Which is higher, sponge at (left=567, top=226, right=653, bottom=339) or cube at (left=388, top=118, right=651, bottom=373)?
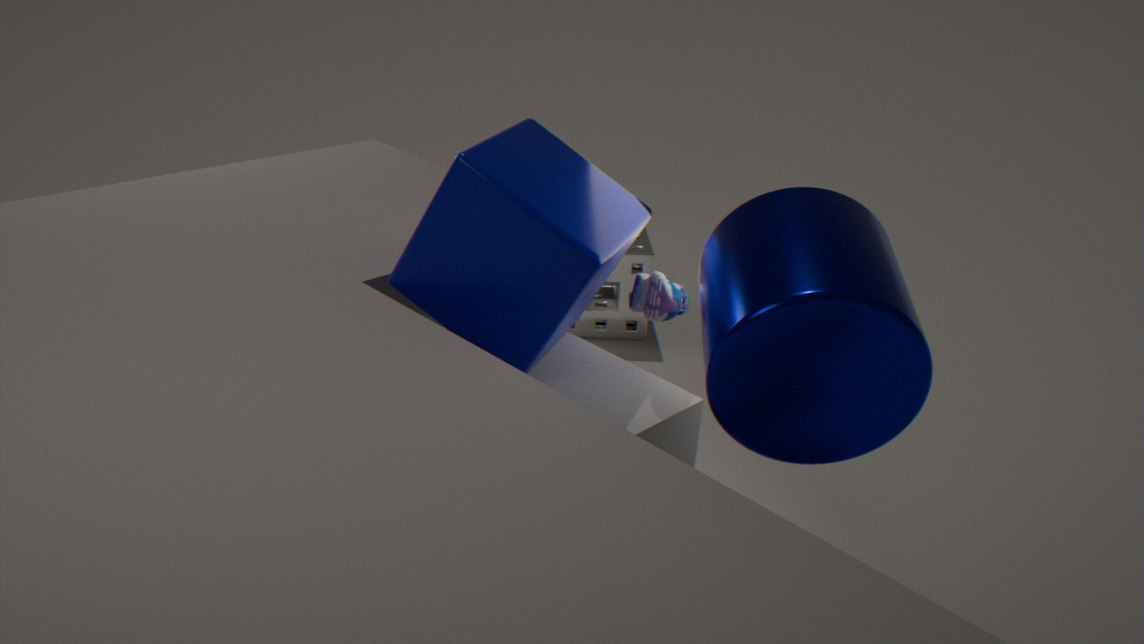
cube at (left=388, top=118, right=651, bottom=373)
